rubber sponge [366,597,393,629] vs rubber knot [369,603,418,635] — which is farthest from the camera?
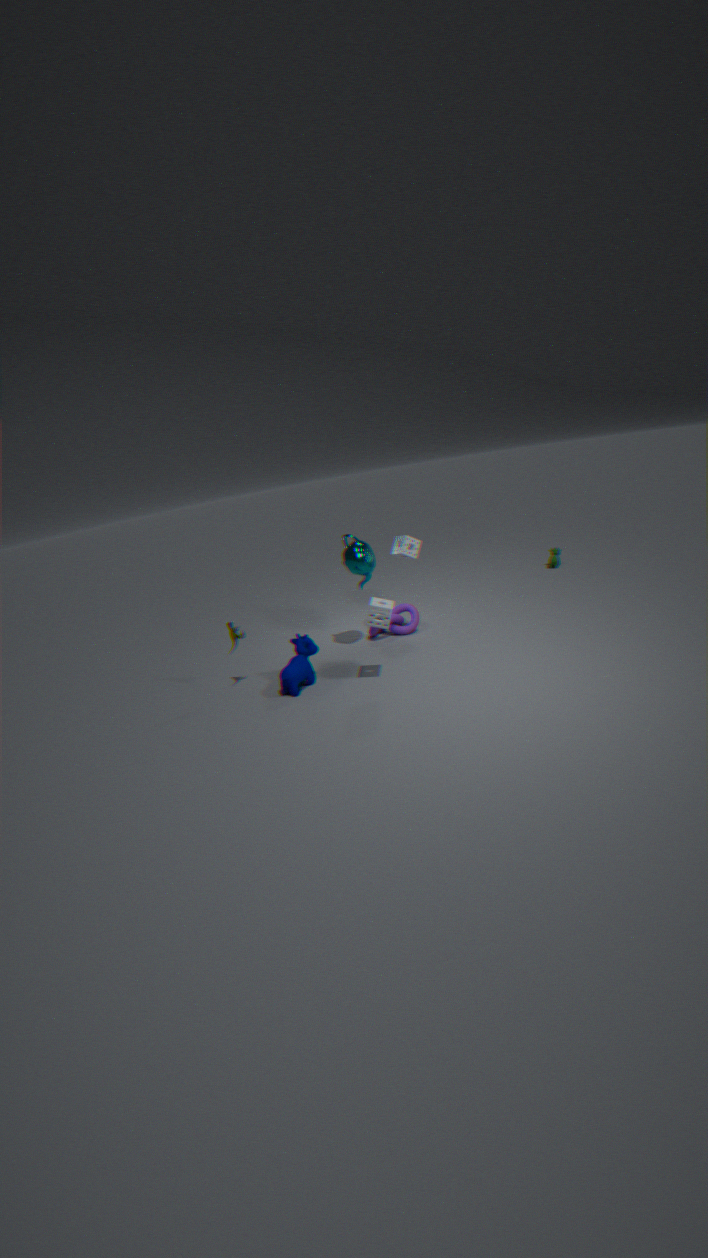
rubber knot [369,603,418,635]
